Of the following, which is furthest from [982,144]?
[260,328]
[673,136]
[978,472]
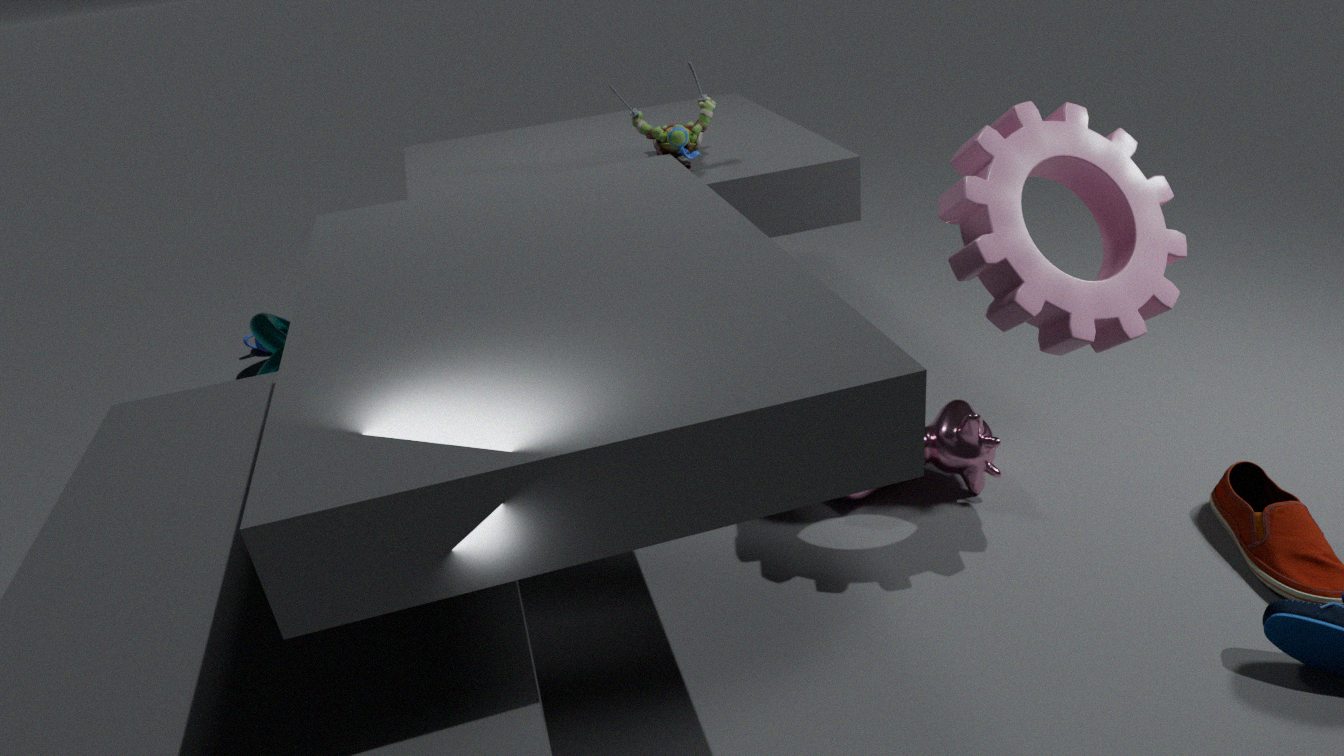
[260,328]
